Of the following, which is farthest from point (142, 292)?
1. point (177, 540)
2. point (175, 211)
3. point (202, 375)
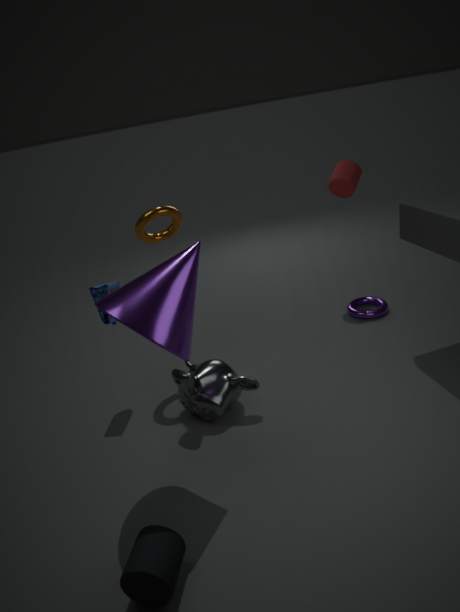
point (177, 540)
